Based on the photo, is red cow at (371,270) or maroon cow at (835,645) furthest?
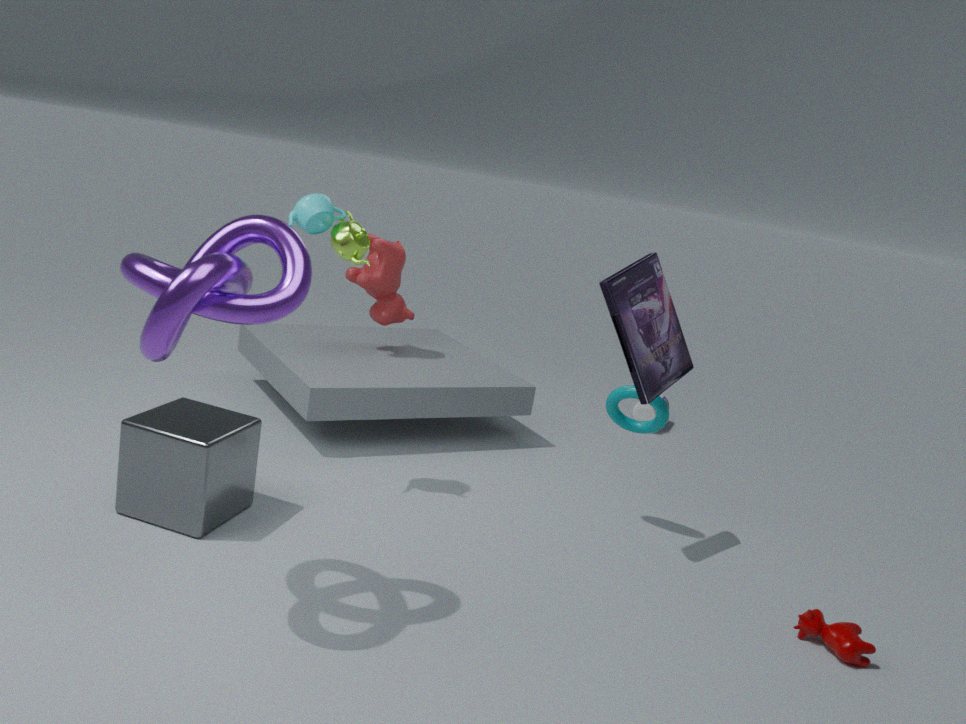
red cow at (371,270)
